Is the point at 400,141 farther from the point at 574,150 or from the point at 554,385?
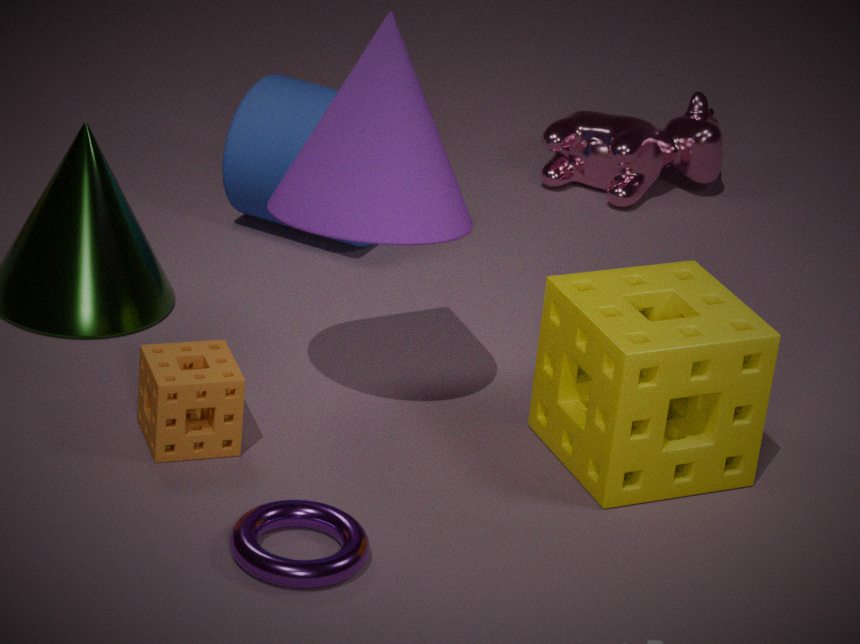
the point at 574,150
